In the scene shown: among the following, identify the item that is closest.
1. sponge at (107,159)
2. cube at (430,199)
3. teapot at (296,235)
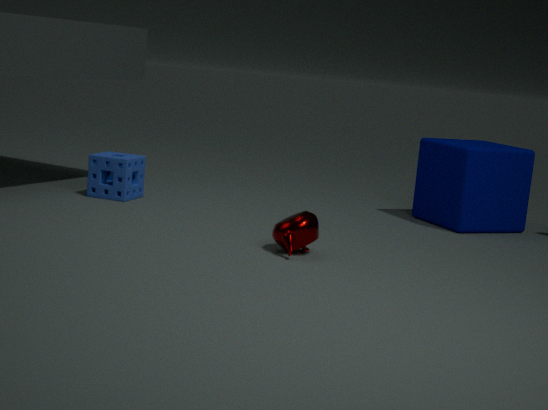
teapot at (296,235)
